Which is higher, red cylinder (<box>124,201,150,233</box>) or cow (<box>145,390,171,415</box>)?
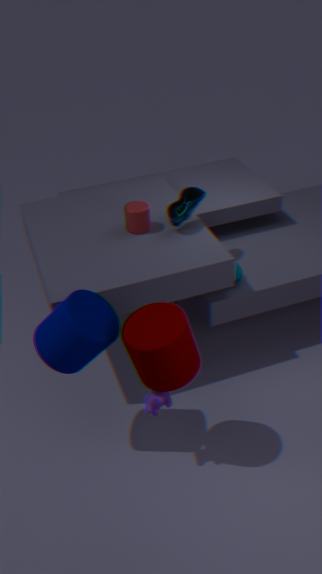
red cylinder (<box>124,201,150,233</box>)
